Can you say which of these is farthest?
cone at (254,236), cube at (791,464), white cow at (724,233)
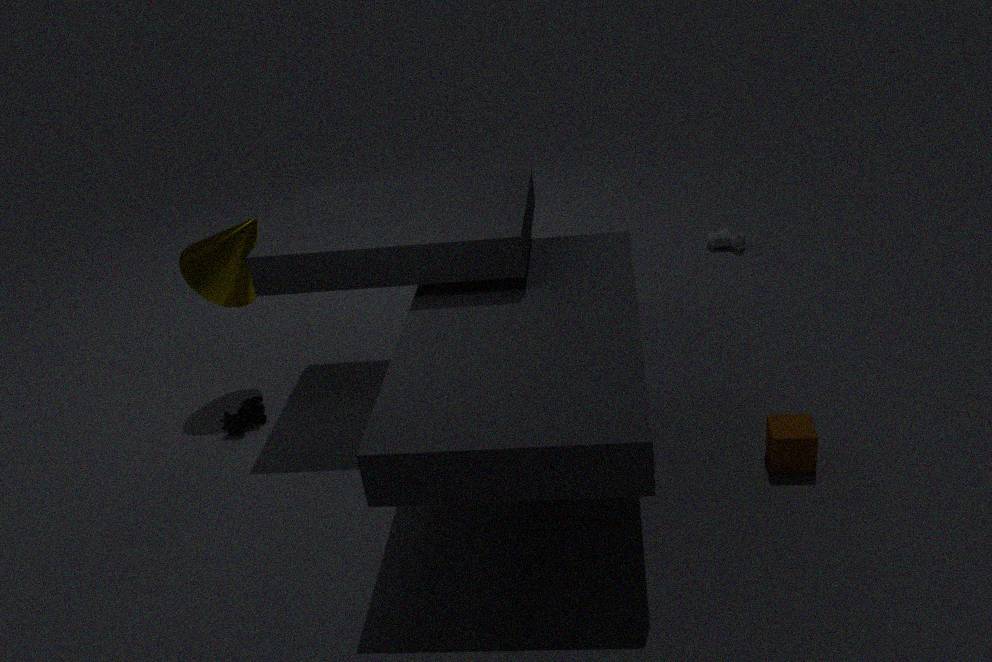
white cow at (724,233)
